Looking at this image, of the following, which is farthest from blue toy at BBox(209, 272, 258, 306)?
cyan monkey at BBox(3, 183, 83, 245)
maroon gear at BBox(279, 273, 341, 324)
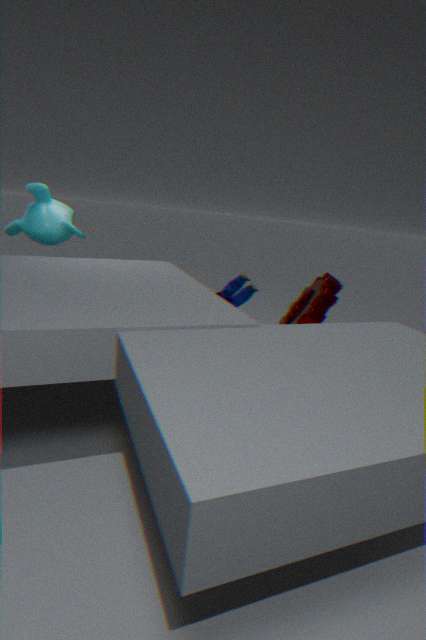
cyan monkey at BBox(3, 183, 83, 245)
